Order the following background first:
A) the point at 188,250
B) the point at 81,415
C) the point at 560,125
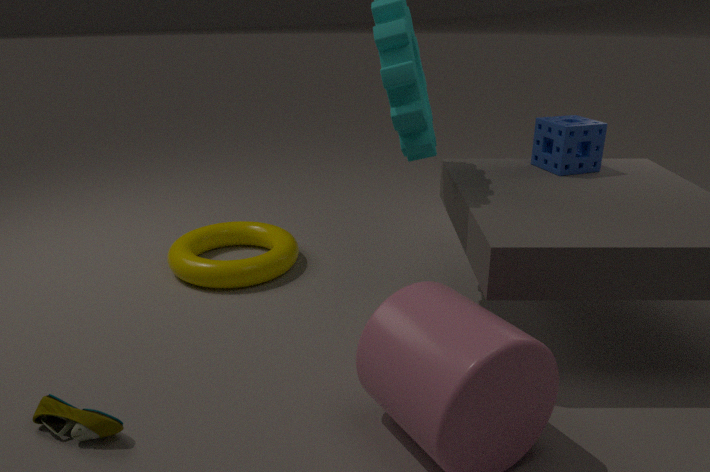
the point at 188,250 → the point at 560,125 → the point at 81,415
